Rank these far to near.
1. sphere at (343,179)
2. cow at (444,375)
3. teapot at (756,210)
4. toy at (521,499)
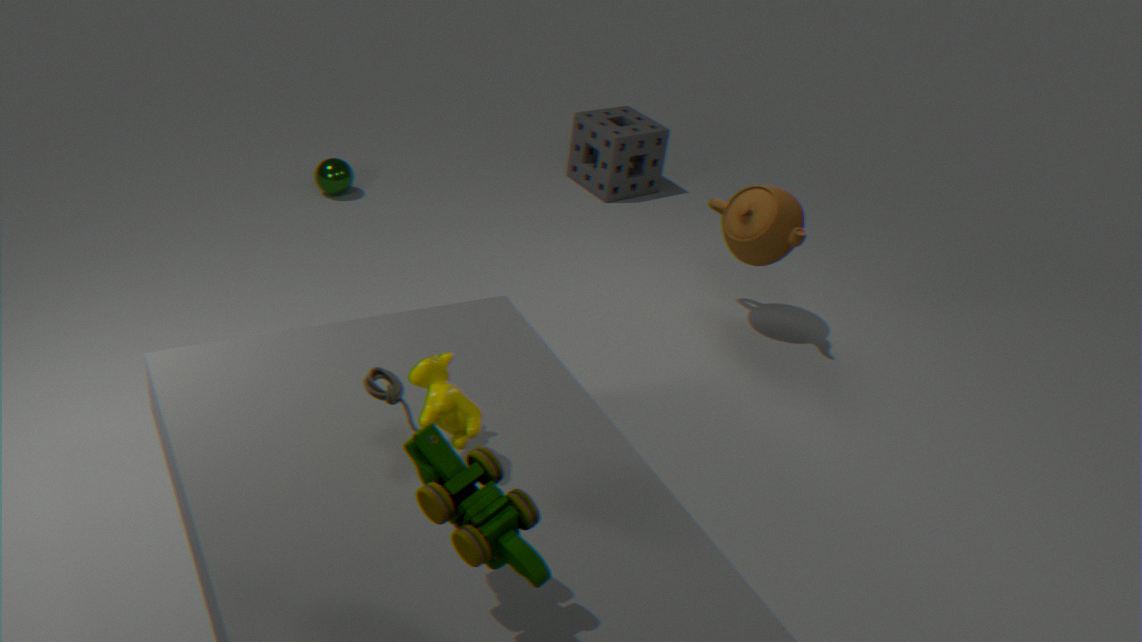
sphere at (343,179) < teapot at (756,210) < cow at (444,375) < toy at (521,499)
